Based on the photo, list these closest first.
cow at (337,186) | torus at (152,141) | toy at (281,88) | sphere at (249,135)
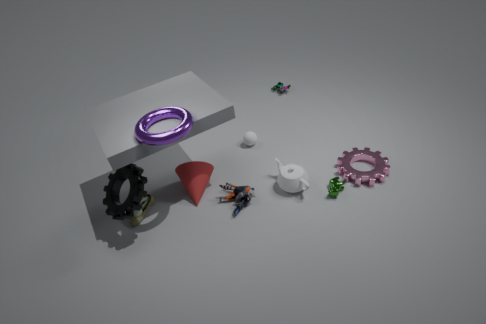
torus at (152,141) < cow at (337,186) < sphere at (249,135) < toy at (281,88)
